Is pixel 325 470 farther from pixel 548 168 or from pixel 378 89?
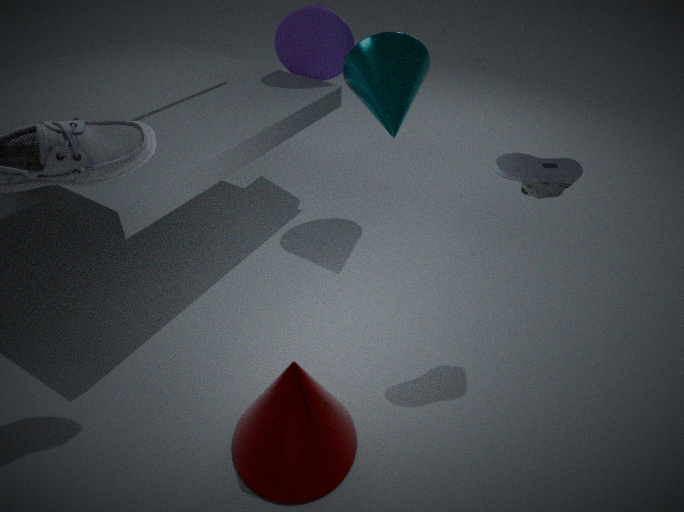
pixel 378 89
